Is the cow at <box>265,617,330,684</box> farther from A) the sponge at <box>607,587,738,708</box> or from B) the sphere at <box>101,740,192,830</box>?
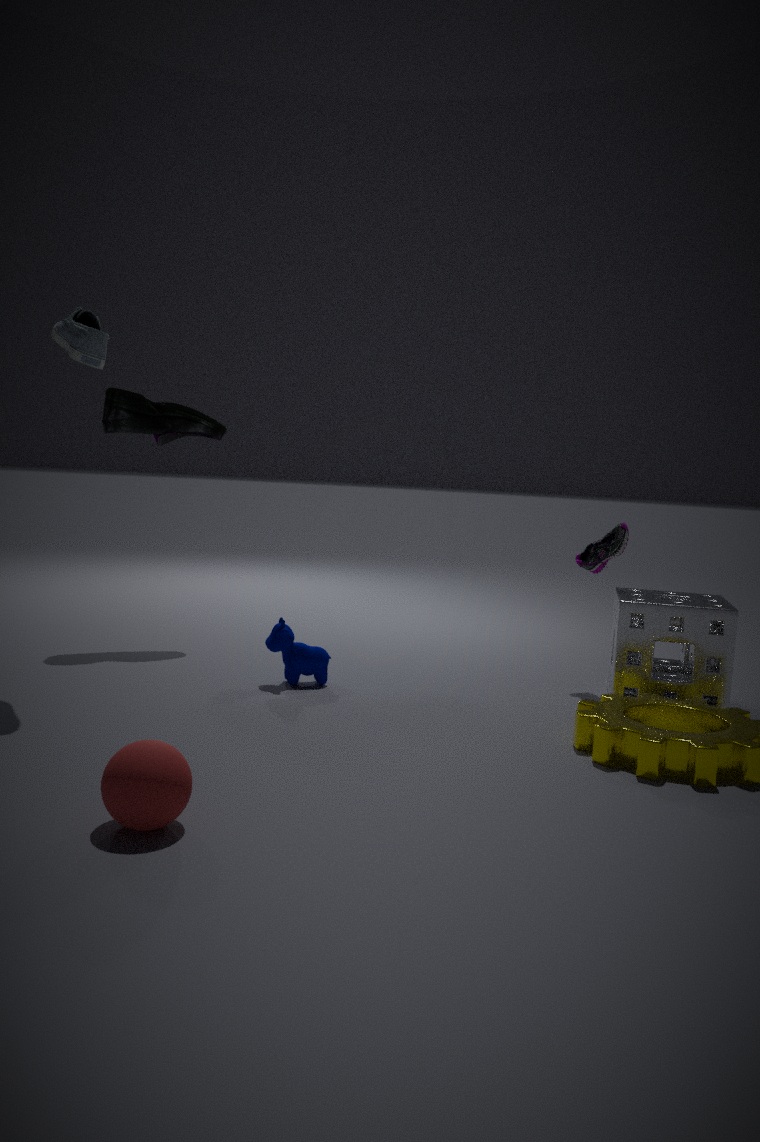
B) the sphere at <box>101,740,192,830</box>
